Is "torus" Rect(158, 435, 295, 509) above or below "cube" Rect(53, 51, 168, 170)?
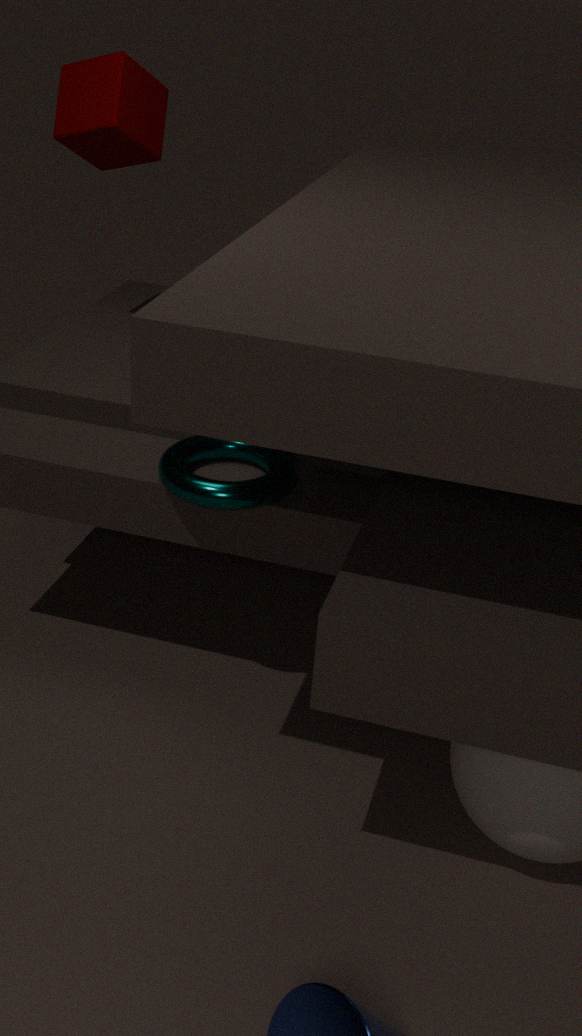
below
